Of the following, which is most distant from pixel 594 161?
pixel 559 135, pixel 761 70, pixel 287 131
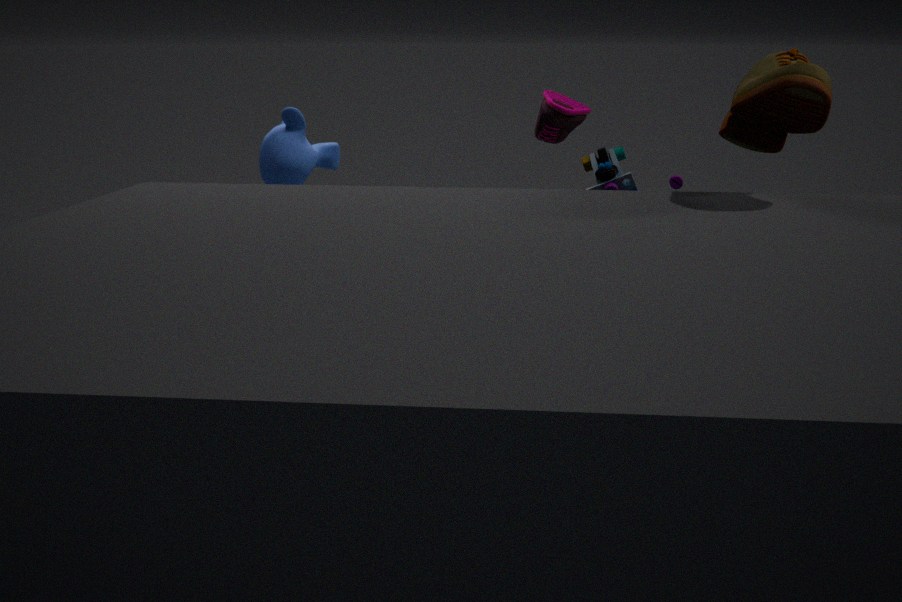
pixel 287 131
